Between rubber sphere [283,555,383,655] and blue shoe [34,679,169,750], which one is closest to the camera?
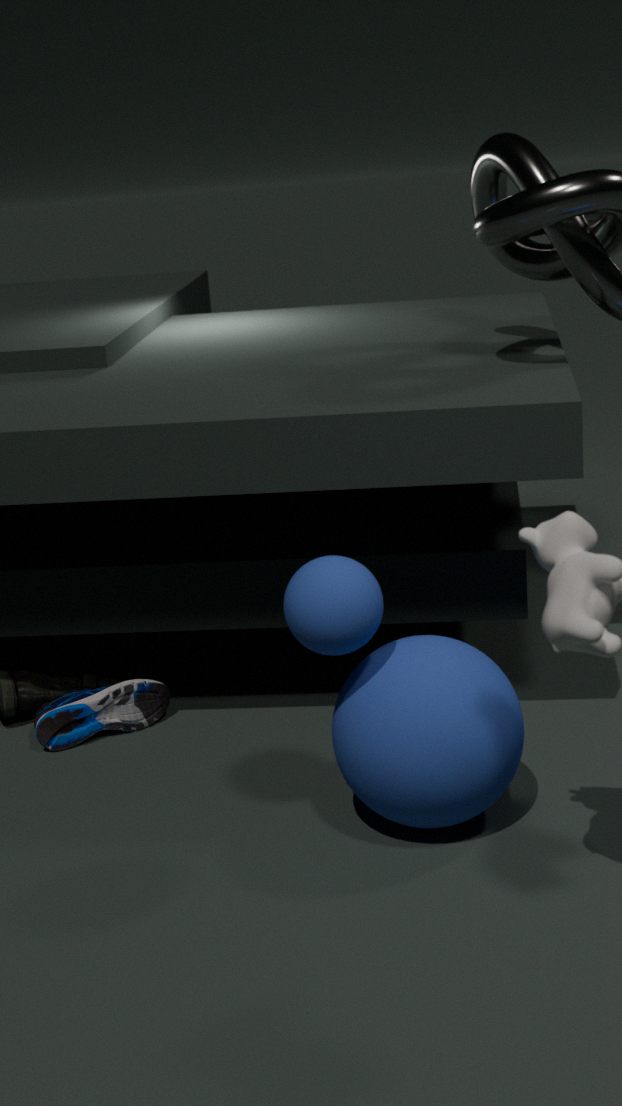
rubber sphere [283,555,383,655]
